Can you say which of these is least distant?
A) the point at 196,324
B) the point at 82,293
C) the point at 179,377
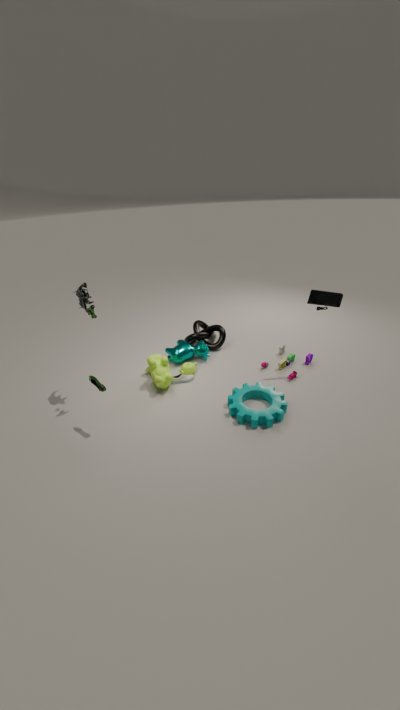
the point at 82,293
